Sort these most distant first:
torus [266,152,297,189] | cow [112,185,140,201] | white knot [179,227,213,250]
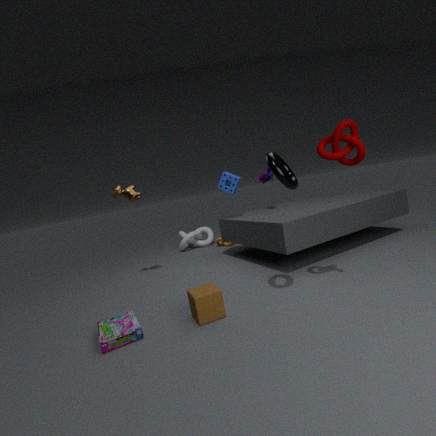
white knot [179,227,213,250], cow [112,185,140,201], torus [266,152,297,189]
